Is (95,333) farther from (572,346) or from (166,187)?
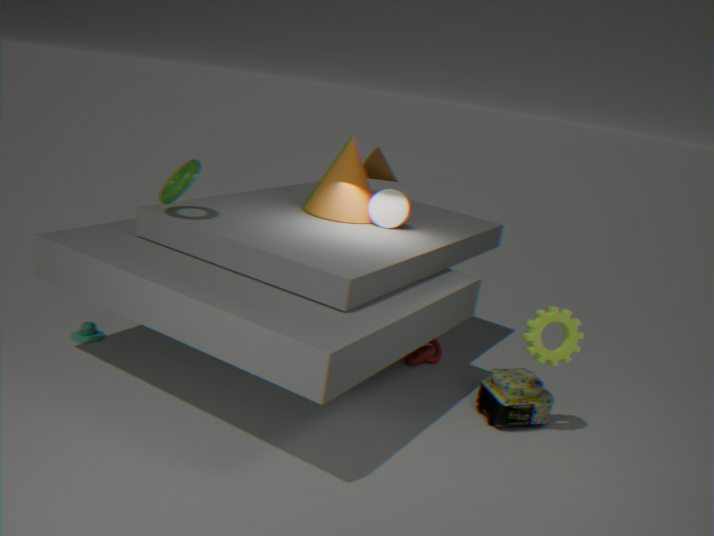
(572,346)
